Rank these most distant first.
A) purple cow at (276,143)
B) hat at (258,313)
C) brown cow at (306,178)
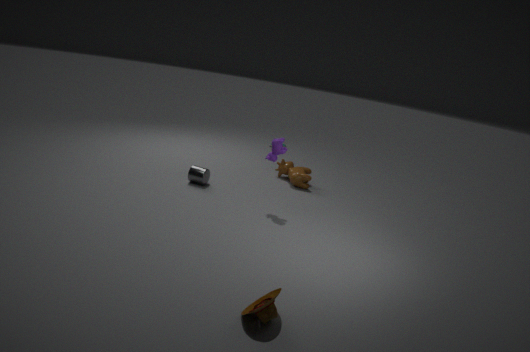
1. brown cow at (306,178)
2. purple cow at (276,143)
3. hat at (258,313)
